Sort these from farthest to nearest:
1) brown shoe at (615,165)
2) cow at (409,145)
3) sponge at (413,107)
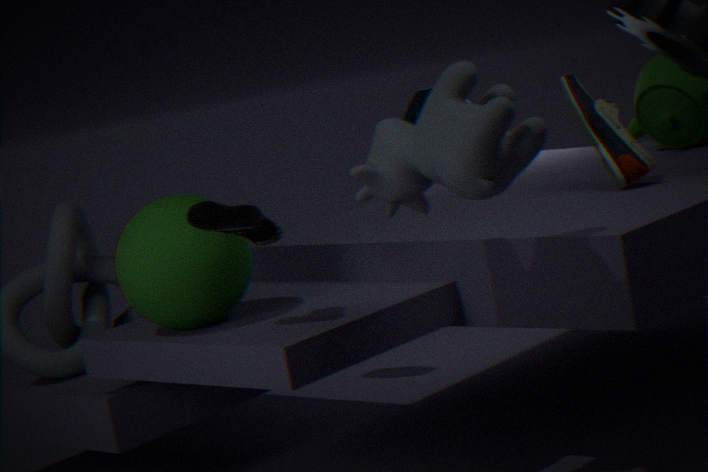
3. sponge at (413,107)
1. brown shoe at (615,165)
2. cow at (409,145)
